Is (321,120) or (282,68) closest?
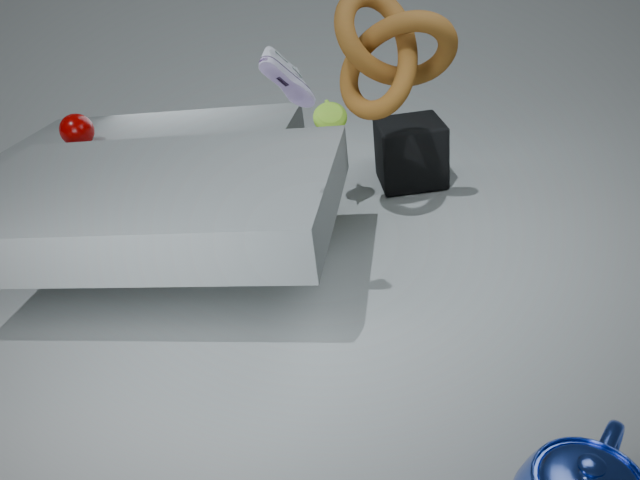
(282,68)
